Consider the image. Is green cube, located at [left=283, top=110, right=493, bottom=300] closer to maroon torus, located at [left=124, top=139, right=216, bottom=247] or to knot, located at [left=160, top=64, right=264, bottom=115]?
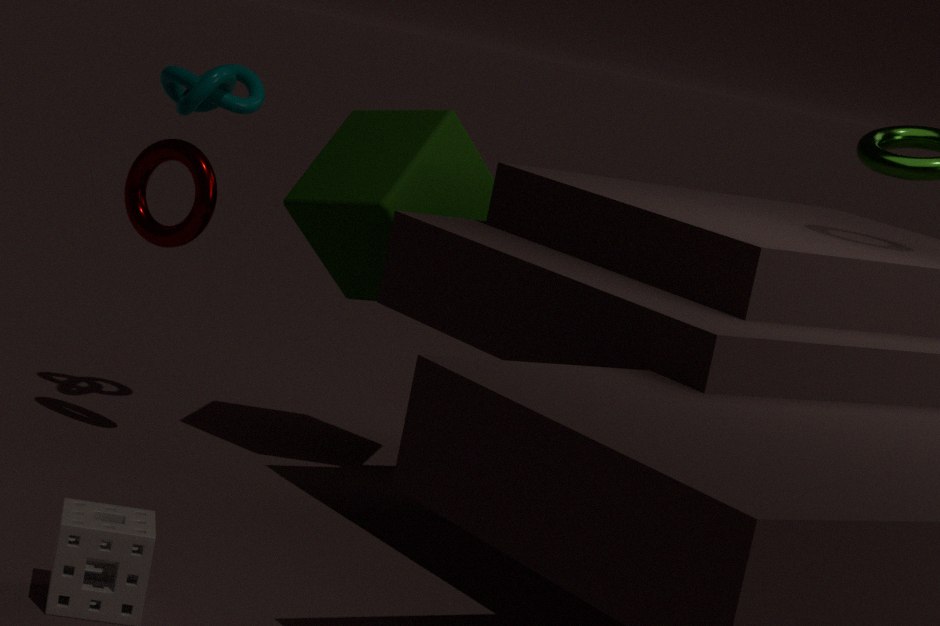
knot, located at [left=160, top=64, right=264, bottom=115]
